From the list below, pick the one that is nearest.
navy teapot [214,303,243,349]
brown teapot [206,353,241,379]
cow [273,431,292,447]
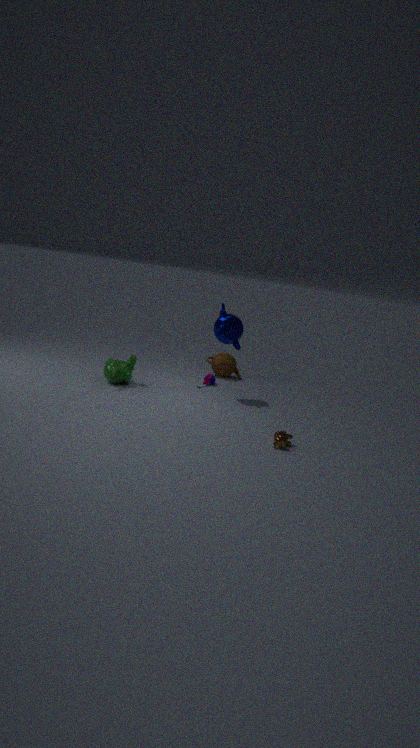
cow [273,431,292,447]
